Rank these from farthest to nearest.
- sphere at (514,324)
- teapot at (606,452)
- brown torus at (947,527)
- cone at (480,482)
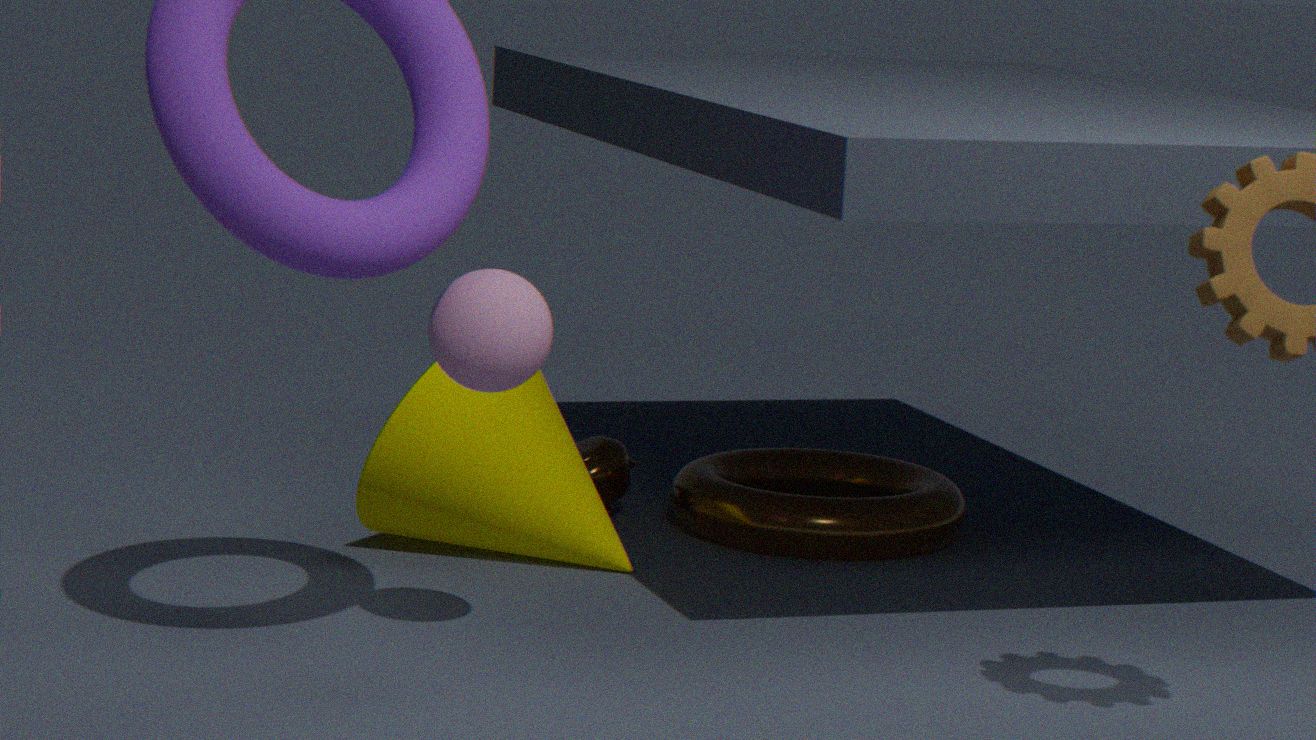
1. teapot at (606,452)
2. brown torus at (947,527)
3. cone at (480,482)
4. sphere at (514,324)
